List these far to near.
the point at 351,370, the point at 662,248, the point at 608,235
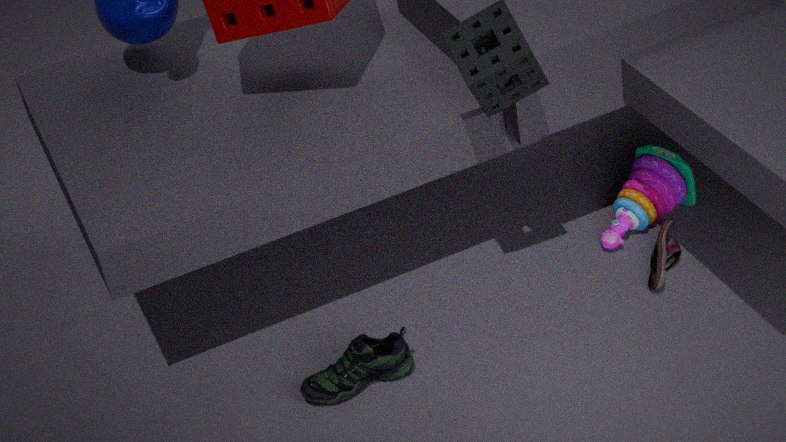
1. the point at 608,235
2. the point at 662,248
3. the point at 351,370
